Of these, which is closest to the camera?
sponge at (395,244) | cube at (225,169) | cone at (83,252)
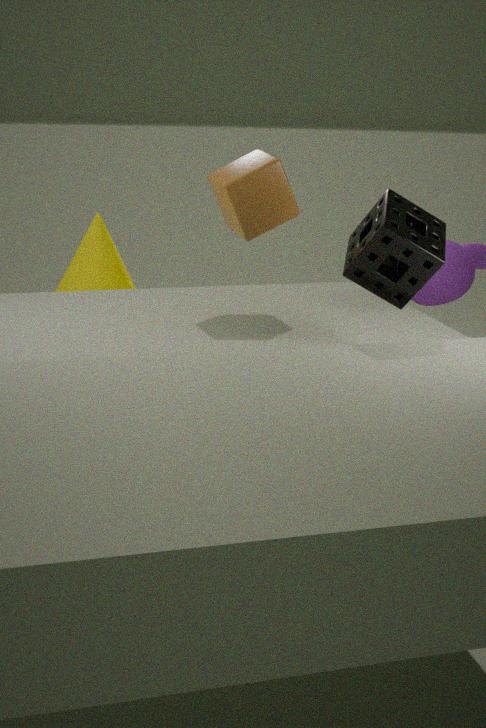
sponge at (395,244)
